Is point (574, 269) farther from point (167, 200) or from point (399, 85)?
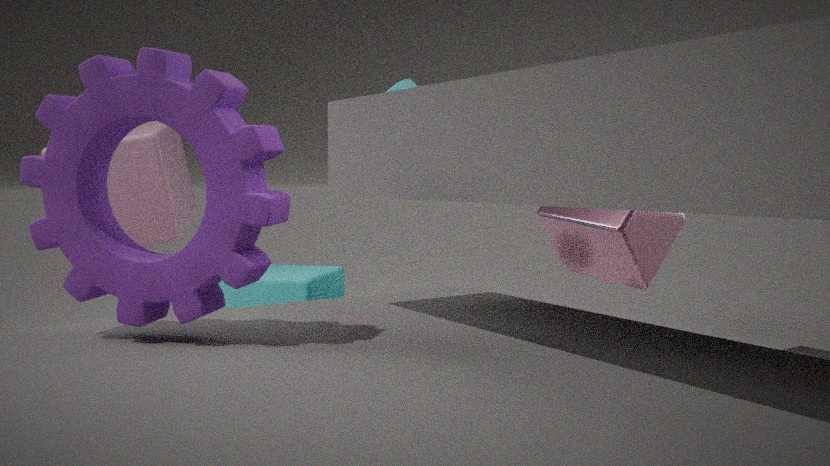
point (167, 200)
